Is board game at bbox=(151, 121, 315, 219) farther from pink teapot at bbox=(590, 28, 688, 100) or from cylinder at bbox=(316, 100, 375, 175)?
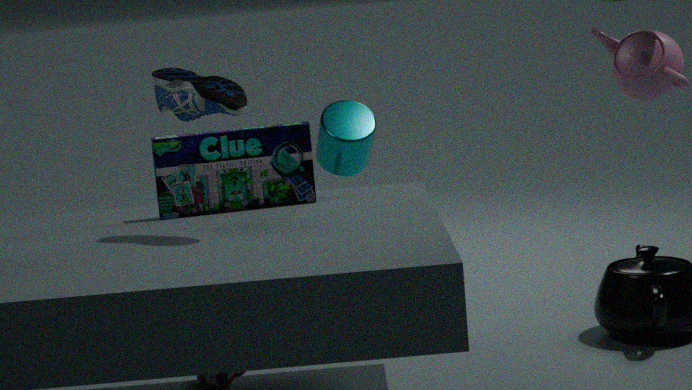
pink teapot at bbox=(590, 28, 688, 100)
